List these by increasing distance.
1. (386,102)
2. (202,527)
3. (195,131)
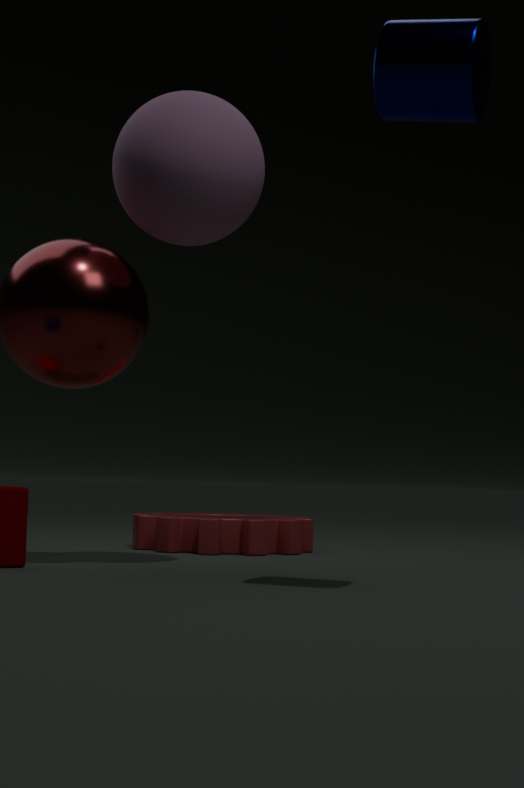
(386,102), (195,131), (202,527)
